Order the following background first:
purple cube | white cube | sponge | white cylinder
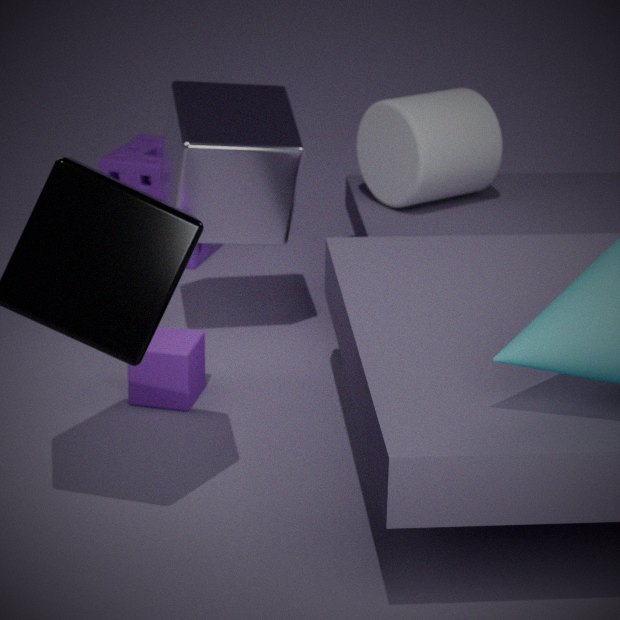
1. sponge
2. white cylinder
3. white cube
4. purple cube
